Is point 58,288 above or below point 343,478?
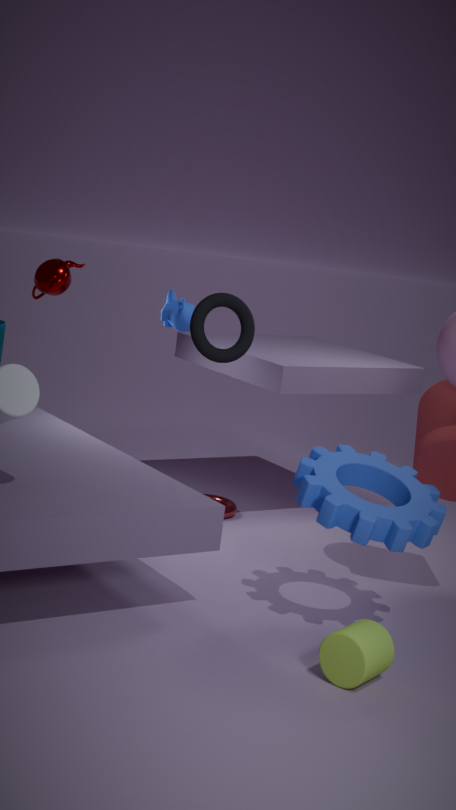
above
